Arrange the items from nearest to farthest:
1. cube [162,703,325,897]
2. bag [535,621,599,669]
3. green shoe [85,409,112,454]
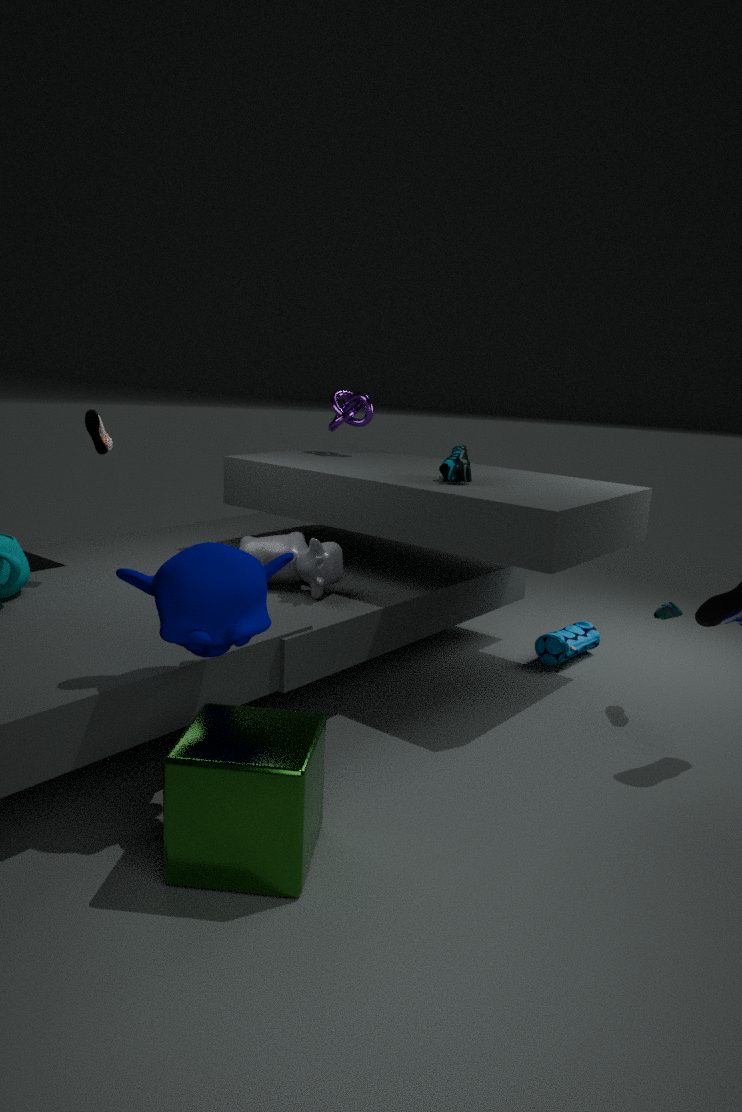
cube [162,703,325,897] → green shoe [85,409,112,454] → bag [535,621,599,669]
